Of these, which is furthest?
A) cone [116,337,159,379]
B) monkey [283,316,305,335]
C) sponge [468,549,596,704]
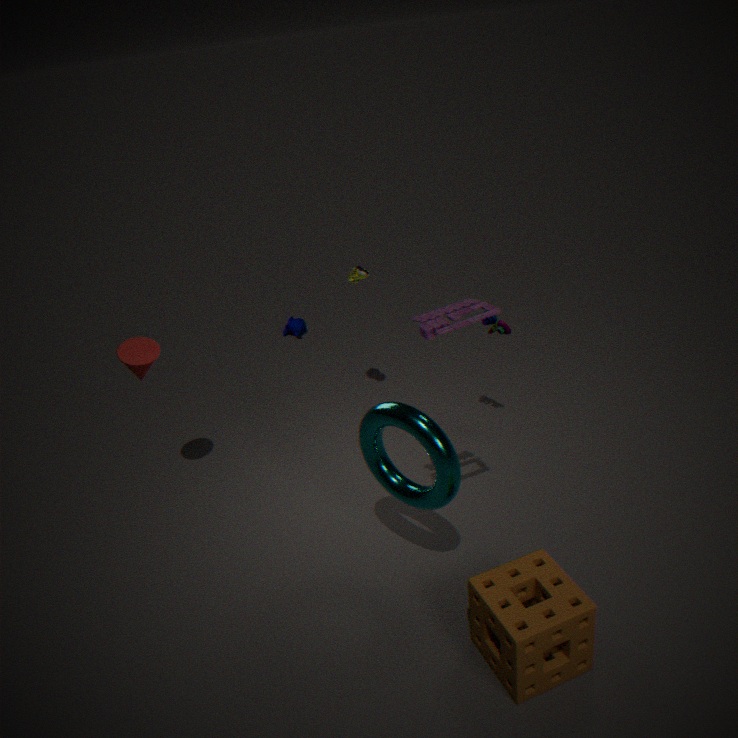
monkey [283,316,305,335]
